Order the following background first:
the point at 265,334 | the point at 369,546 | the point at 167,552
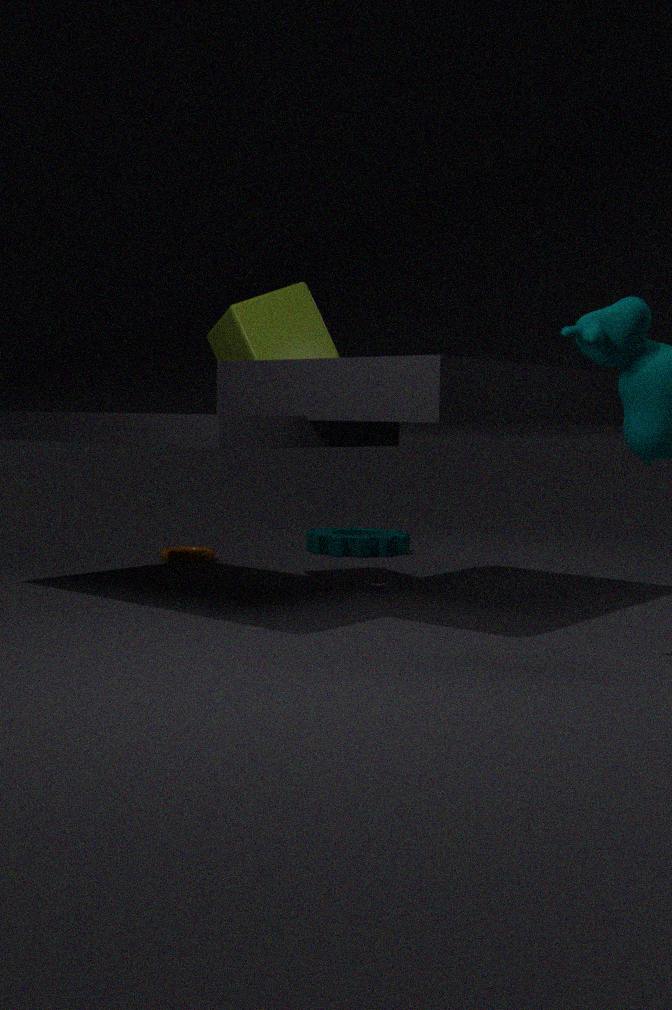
1. the point at 369,546
2. the point at 167,552
3. the point at 265,334
